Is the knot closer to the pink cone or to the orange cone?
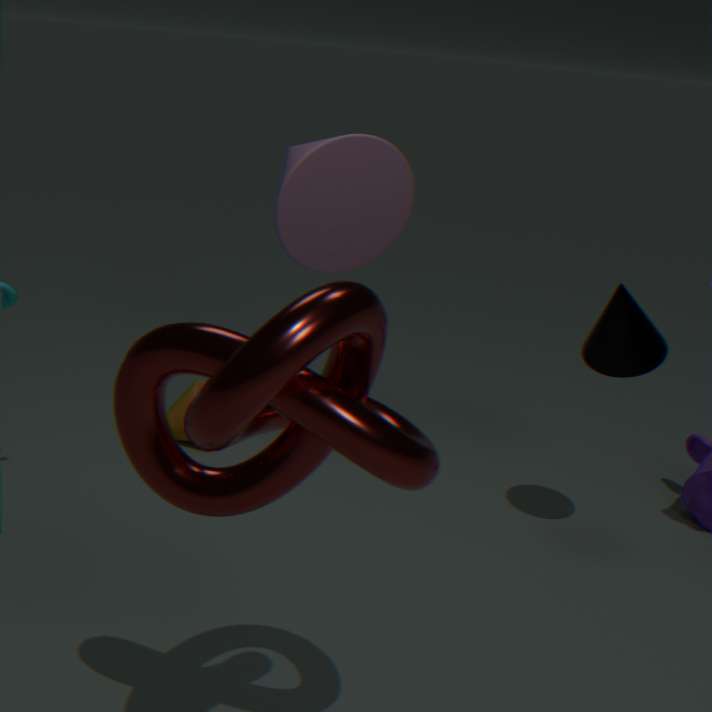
the pink cone
